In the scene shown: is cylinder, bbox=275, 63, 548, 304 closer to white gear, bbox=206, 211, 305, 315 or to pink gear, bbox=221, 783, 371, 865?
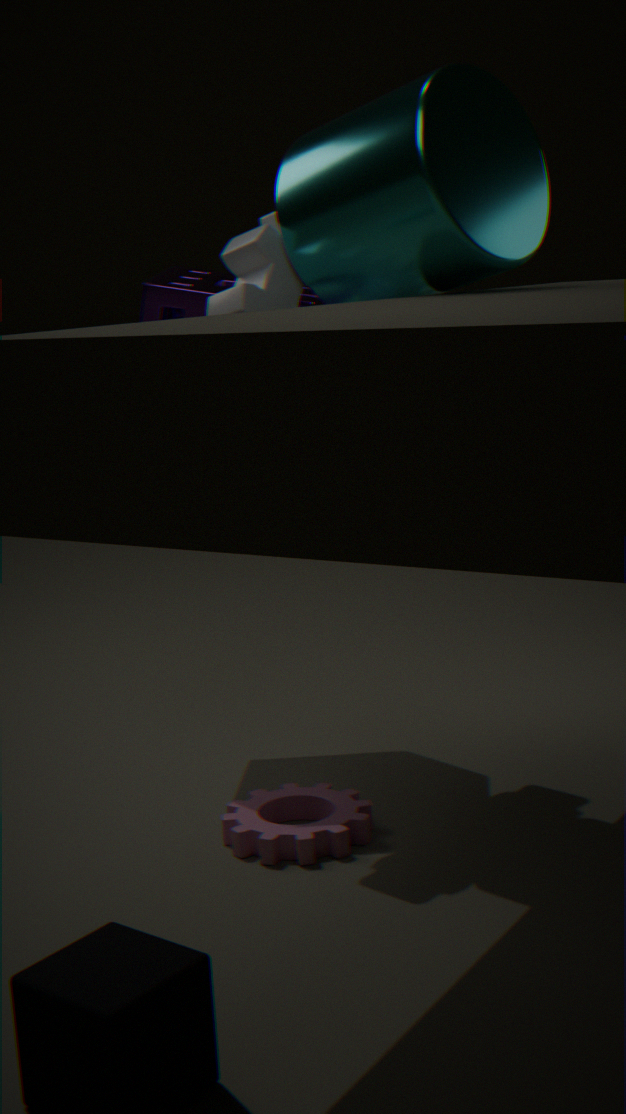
white gear, bbox=206, 211, 305, 315
